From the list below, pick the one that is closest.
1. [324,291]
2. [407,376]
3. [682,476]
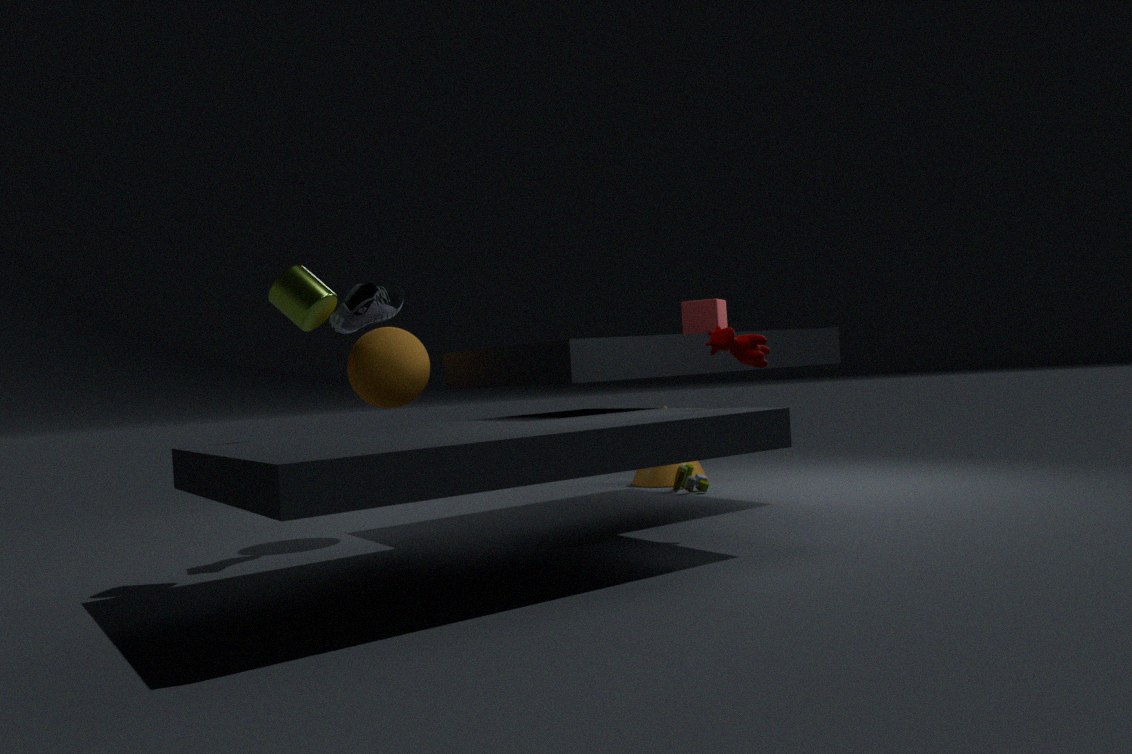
[324,291]
